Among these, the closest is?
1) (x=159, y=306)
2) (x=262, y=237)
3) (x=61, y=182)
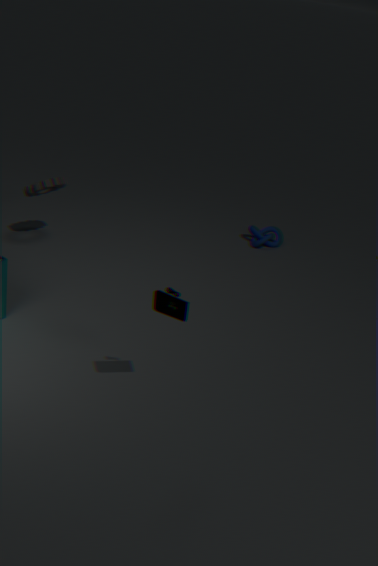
1. (x=159, y=306)
